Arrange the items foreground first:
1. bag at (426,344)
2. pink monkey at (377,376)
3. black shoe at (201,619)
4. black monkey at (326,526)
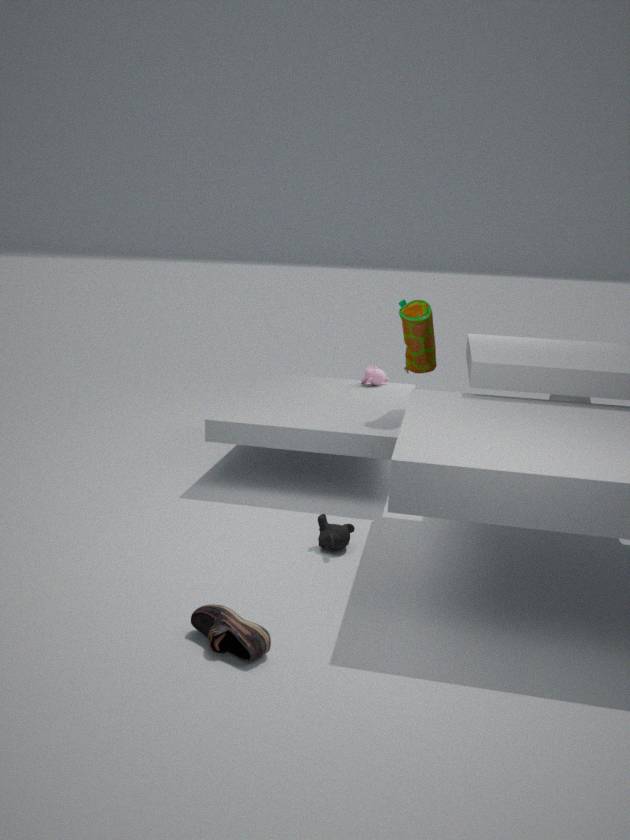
black shoe at (201,619), black monkey at (326,526), bag at (426,344), pink monkey at (377,376)
